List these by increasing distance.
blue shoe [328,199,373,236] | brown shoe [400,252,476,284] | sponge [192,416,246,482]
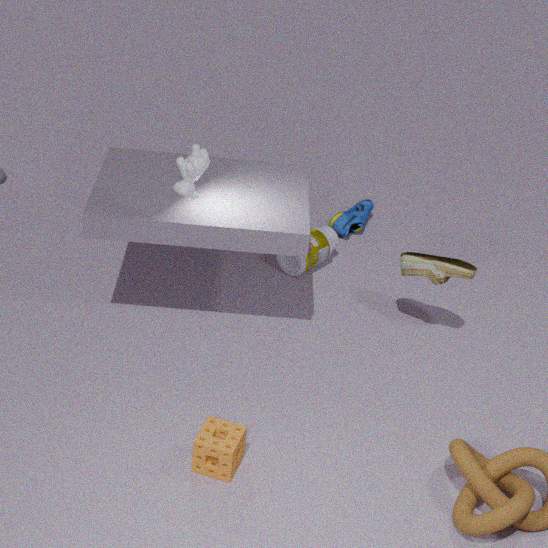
sponge [192,416,246,482]
brown shoe [400,252,476,284]
blue shoe [328,199,373,236]
